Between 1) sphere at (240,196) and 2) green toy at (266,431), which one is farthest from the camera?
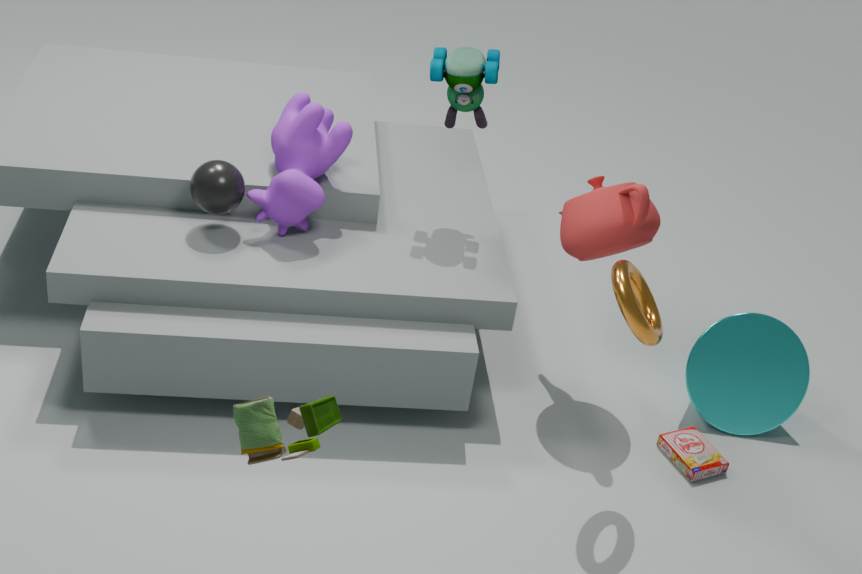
1. sphere at (240,196)
